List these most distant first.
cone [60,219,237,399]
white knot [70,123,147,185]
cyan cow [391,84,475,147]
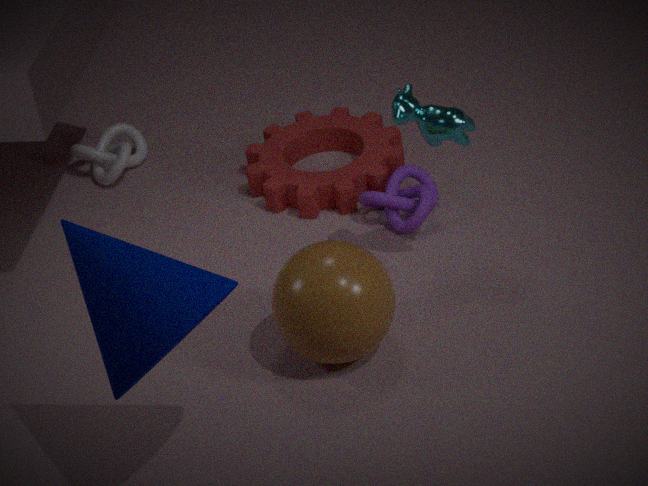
white knot [70,123,147,185] < cyan cow [391,84,475,147] < cone [60,219,237,399]
